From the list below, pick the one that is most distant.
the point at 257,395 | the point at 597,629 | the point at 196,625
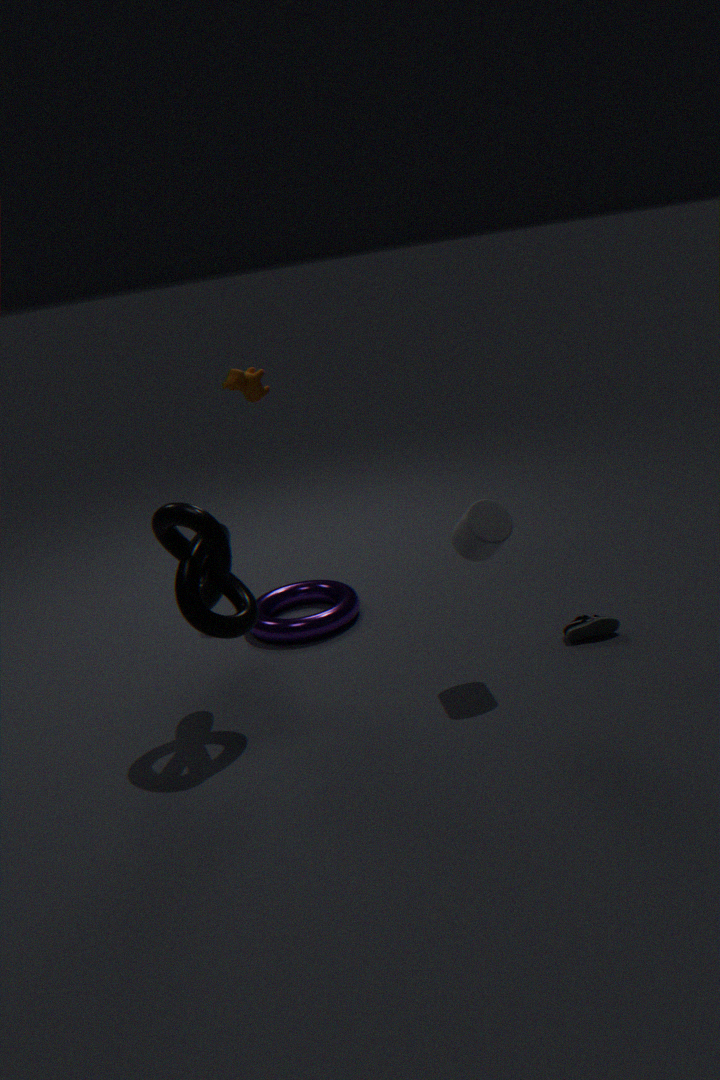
the point at 257,395
